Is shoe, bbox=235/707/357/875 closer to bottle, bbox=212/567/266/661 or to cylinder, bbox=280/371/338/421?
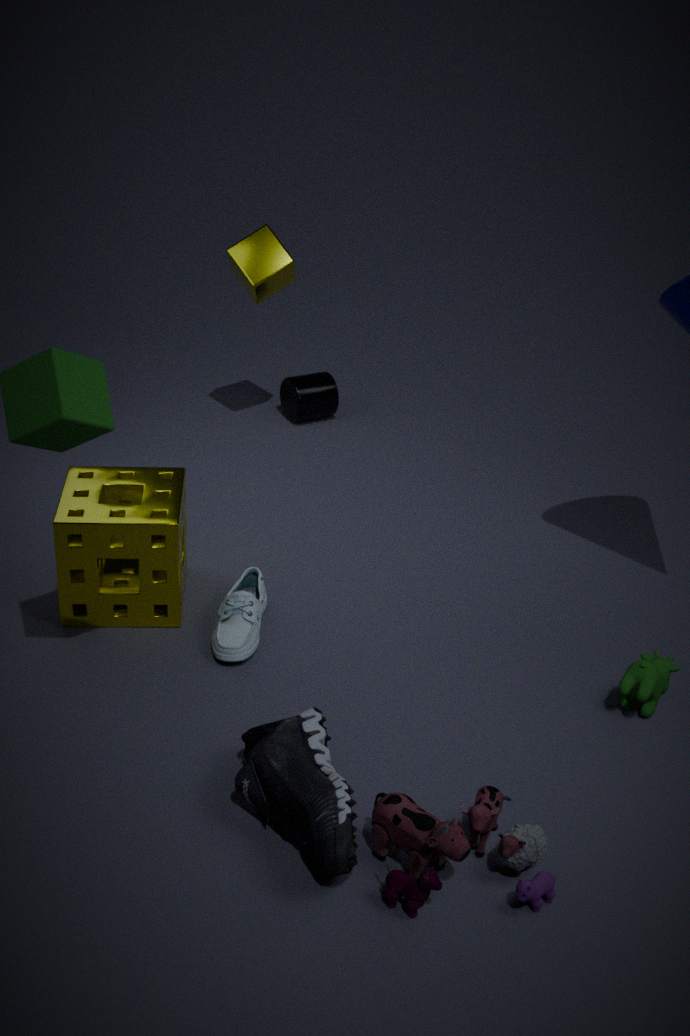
bottle, bbox=212/567/266/661
